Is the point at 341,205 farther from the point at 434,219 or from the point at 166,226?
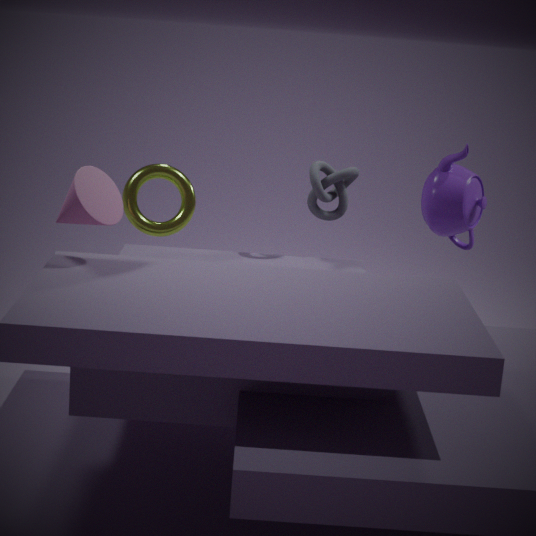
the point at 166,226
